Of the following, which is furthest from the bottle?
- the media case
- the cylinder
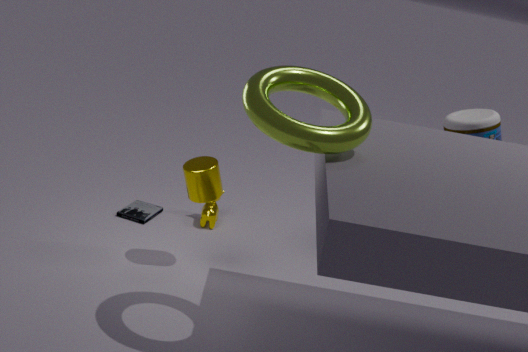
the media case
